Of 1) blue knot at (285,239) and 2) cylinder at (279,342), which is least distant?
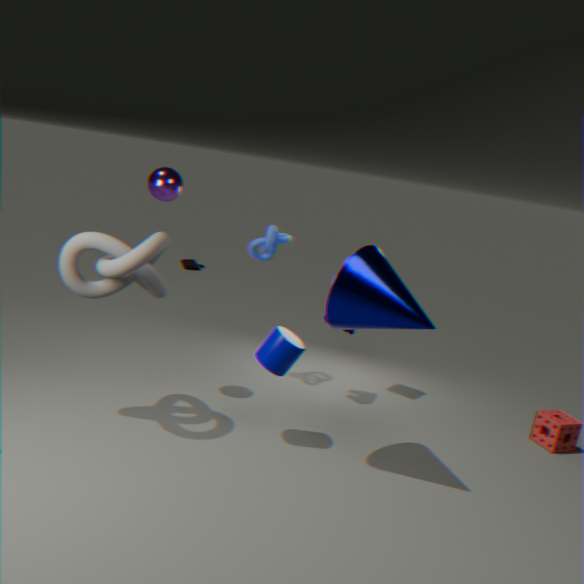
2. cylinder at (279,342)
